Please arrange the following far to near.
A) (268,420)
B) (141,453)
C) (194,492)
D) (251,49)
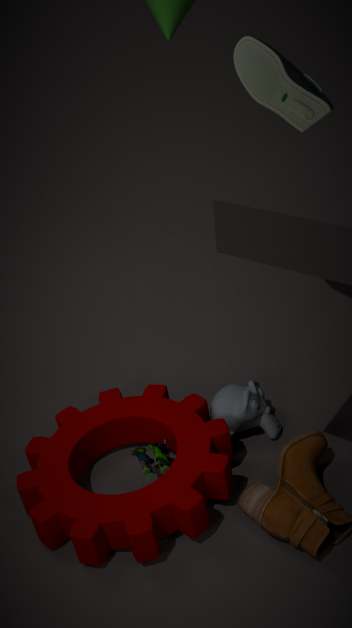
1. (268,420)
2. (251,49)
3. (141,453)
4. (194,492)
